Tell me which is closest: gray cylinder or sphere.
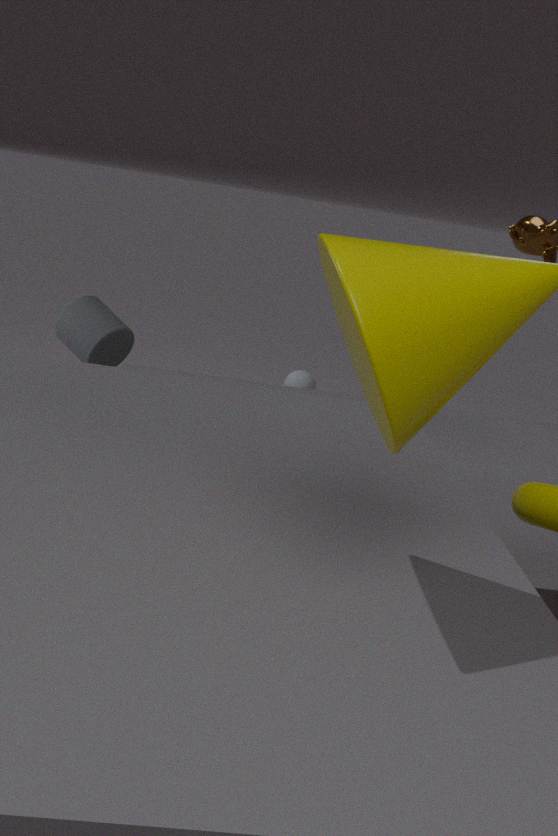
gray cylinder
